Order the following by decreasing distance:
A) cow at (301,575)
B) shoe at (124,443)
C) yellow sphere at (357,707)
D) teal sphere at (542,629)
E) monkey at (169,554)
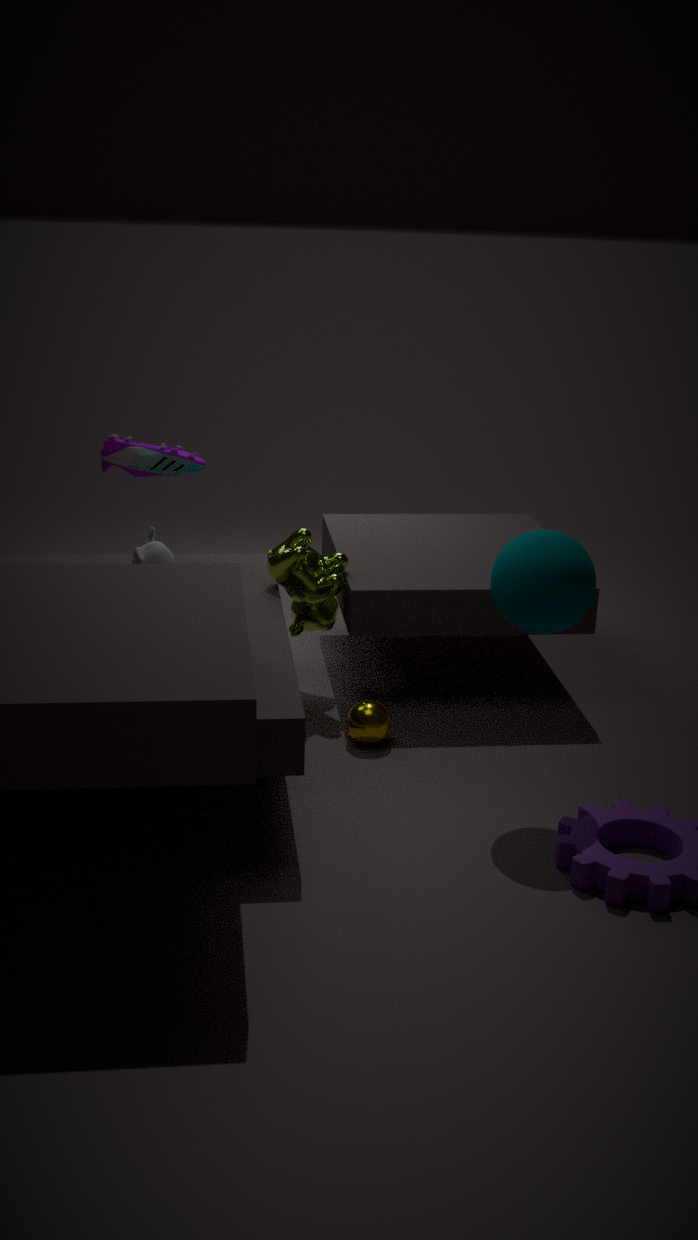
1. shoe at (124,443)
2. cow at (301,575)
3. yellow sphere at (357,707)
4. monkey at (169,554)
5. teal sphere at (542,629)
